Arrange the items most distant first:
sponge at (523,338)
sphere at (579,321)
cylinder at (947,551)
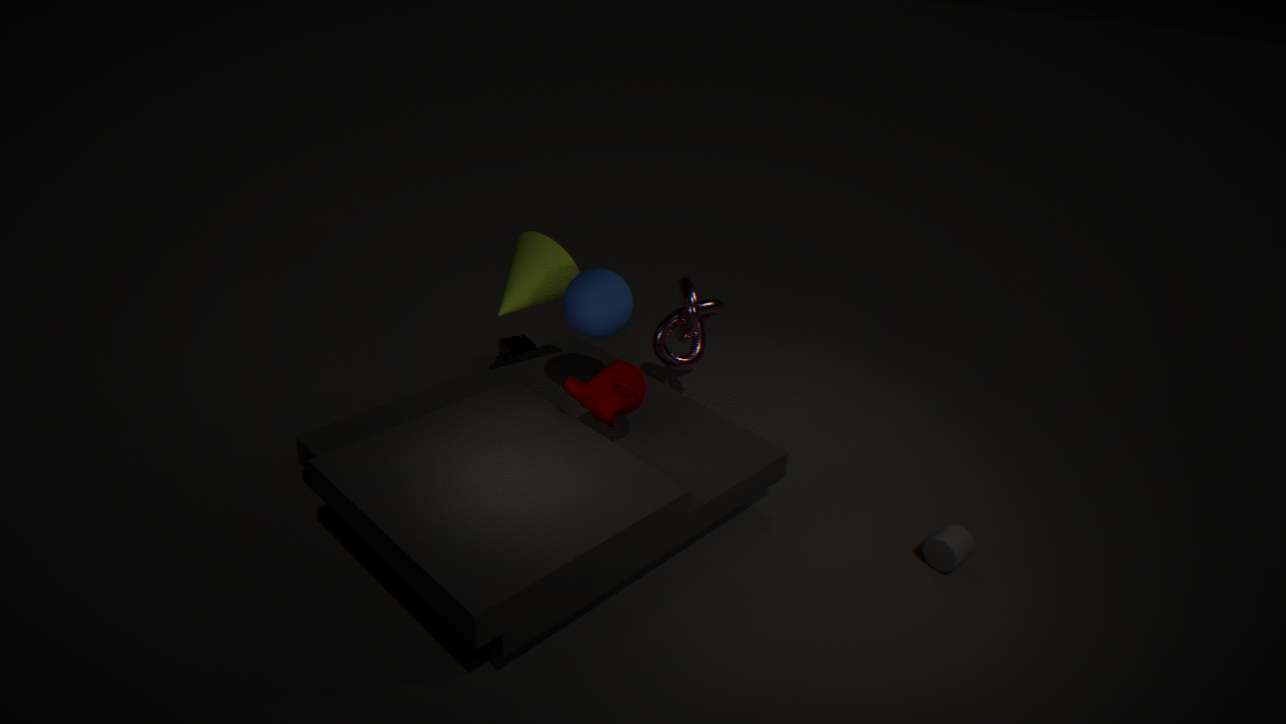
sponge at (523,338), sphere at (579,321), cylinder at (947,551)
